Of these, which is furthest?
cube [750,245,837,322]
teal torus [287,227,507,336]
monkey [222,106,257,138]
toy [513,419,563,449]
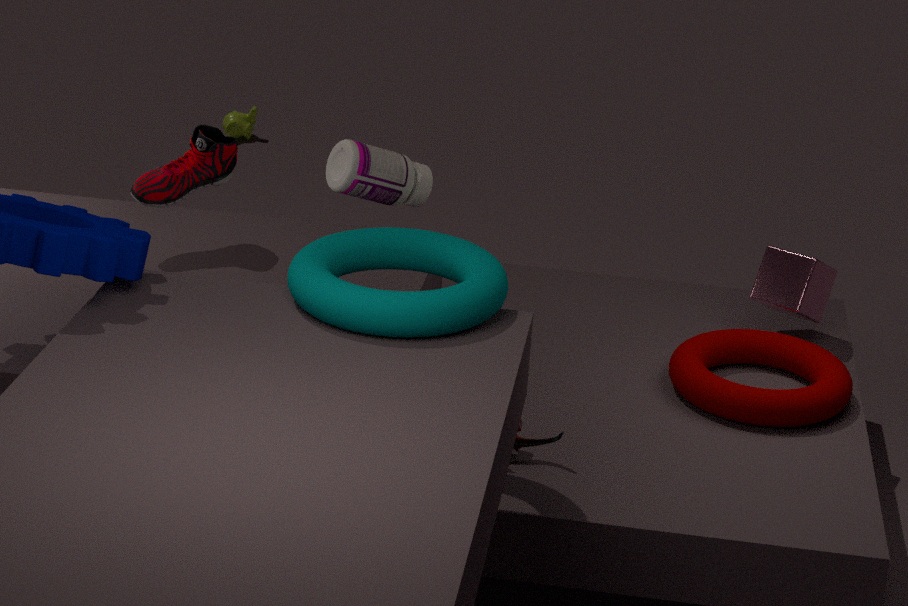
monkey [222,106,257,138]
